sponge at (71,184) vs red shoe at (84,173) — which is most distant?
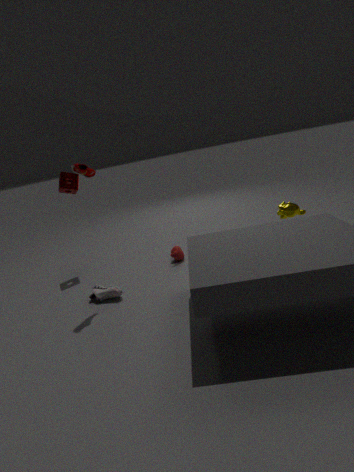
sponge at (71,184)
